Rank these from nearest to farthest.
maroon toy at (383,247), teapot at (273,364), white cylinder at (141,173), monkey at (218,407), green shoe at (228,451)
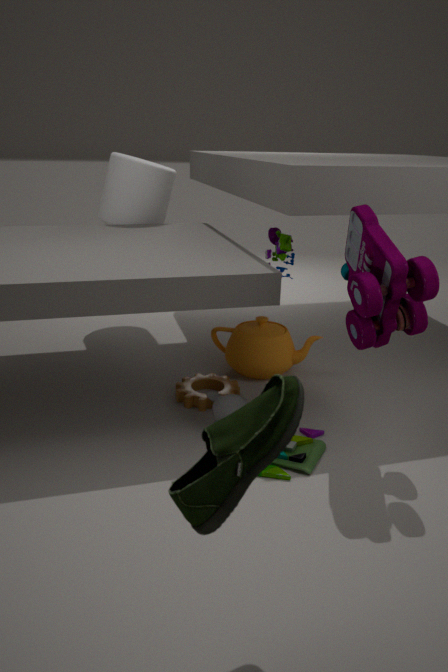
1. green shoe at (228,451)
2. maroon toy at (383,247)
3. monkey at (218,407)
4. teapot at (273,364)
5. white cylinder at (141,173)
